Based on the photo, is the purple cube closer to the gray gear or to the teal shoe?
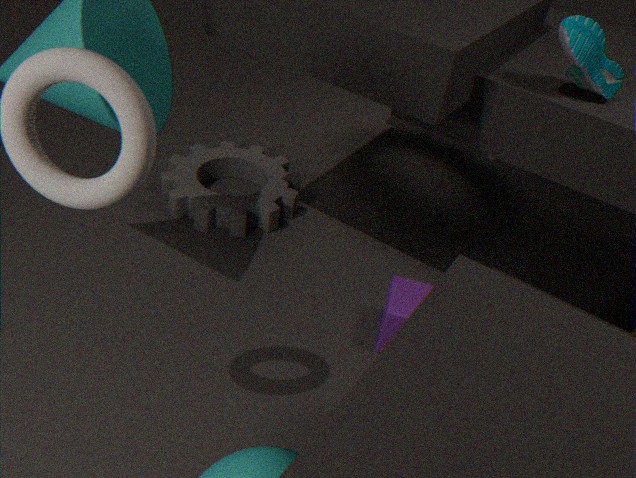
the gray gear
